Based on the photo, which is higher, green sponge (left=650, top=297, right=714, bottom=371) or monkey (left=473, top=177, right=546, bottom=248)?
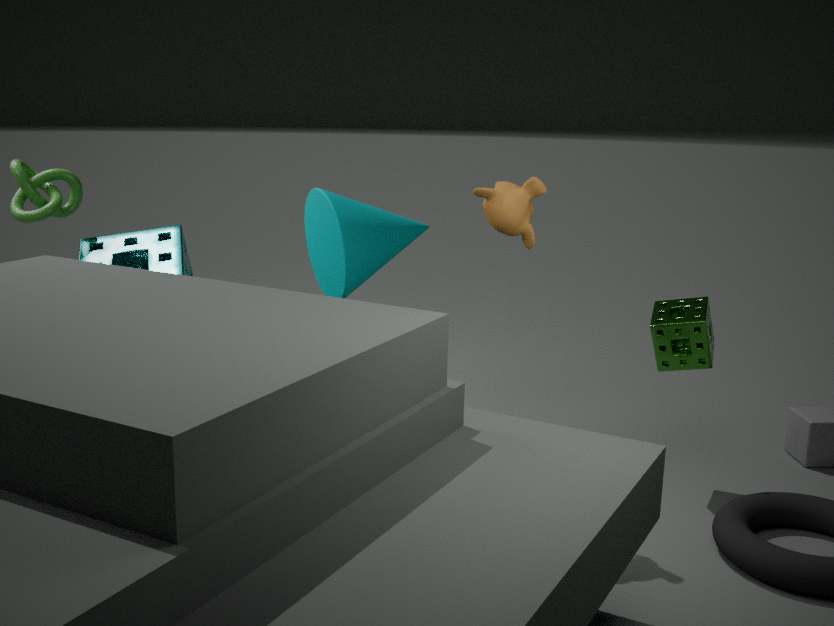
monkey (left=473, top=177, right=546, bottom=248)
